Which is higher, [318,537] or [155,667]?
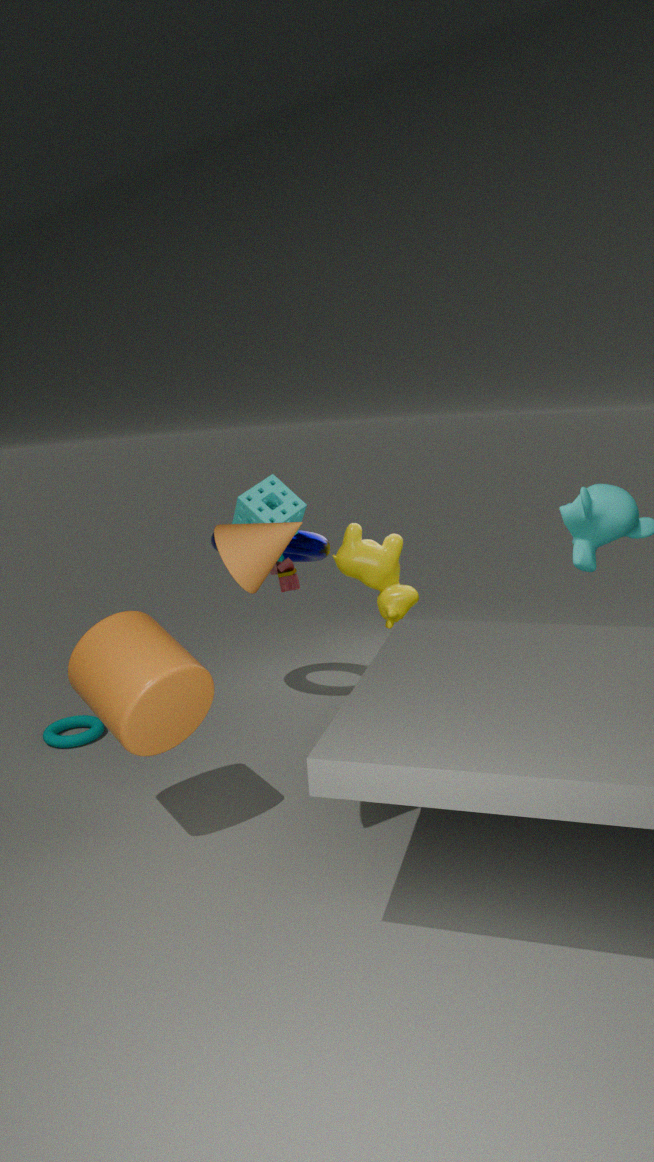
[318,537]
